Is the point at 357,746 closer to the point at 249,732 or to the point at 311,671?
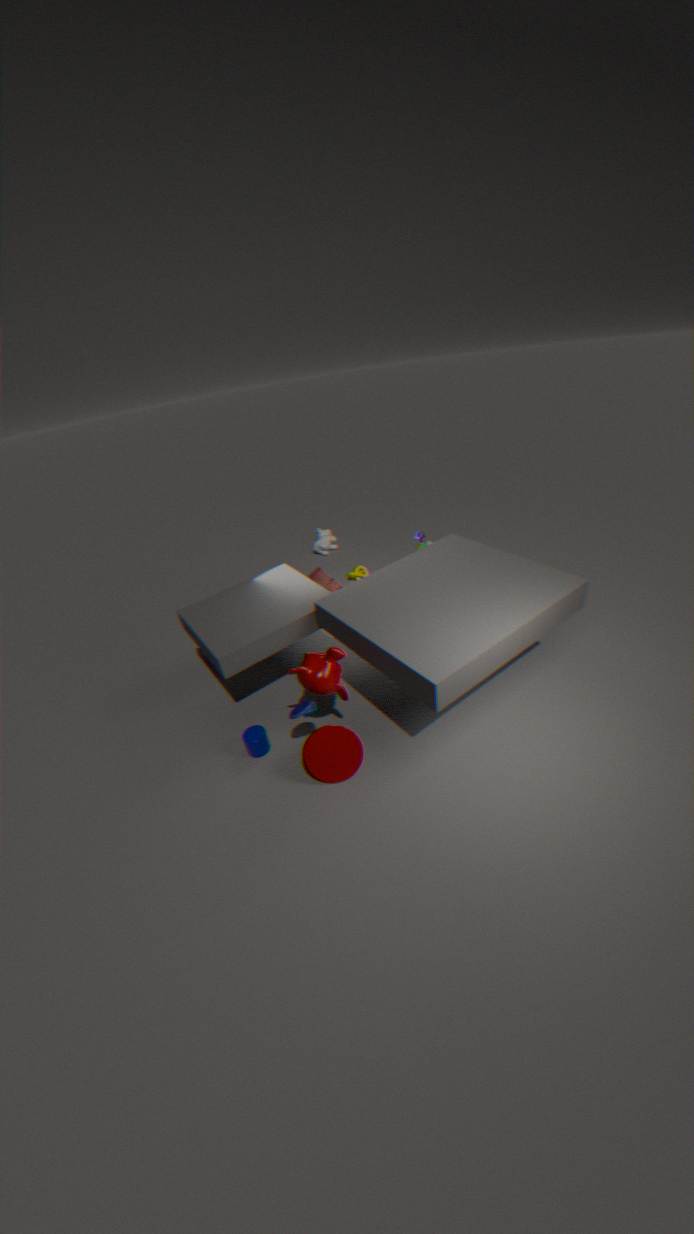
the point at 311,671
